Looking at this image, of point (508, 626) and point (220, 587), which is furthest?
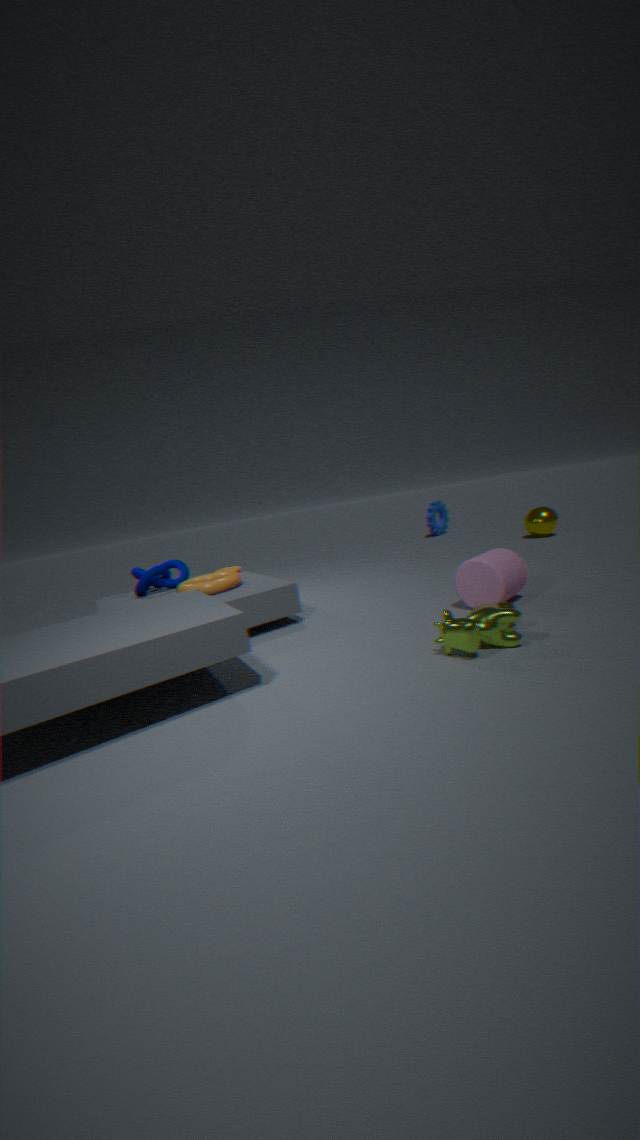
point (220, 587)
